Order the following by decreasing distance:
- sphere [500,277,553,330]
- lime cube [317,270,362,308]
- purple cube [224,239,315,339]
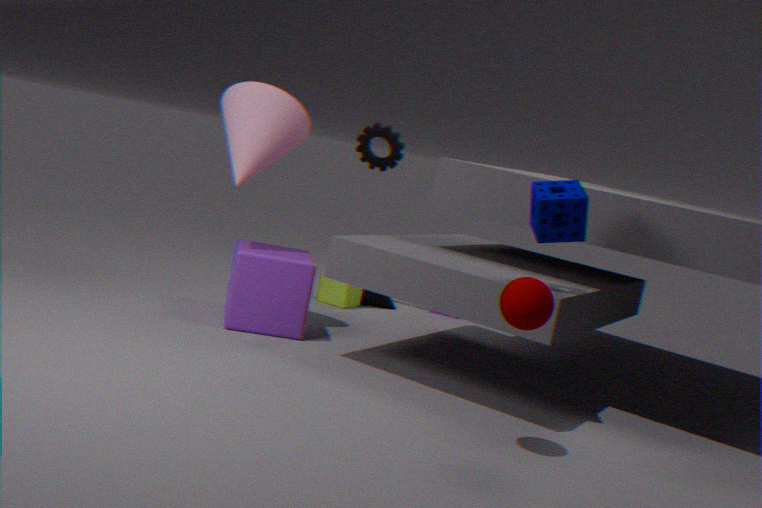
lime cube [317,270,362,308], purple cube [224,239,315,339], sphere [500,277,553,330]
